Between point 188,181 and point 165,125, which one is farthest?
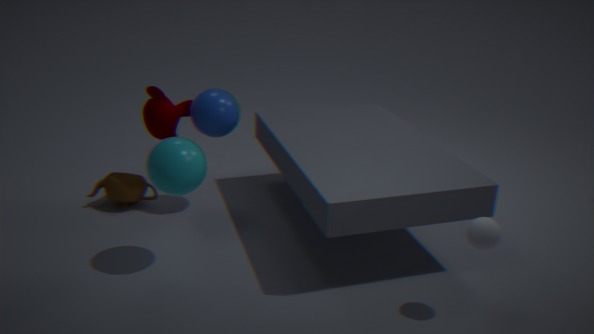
point 165,125
